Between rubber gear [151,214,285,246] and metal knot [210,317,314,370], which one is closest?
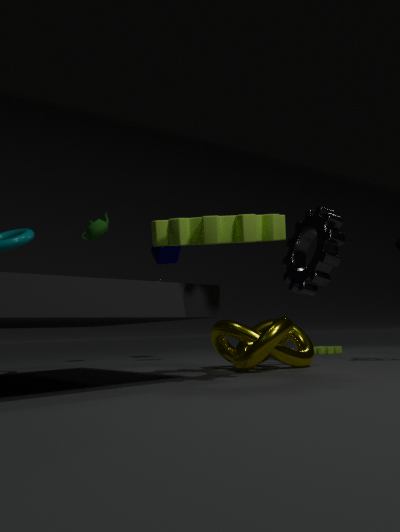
rubber gear [151,214,285,246]
